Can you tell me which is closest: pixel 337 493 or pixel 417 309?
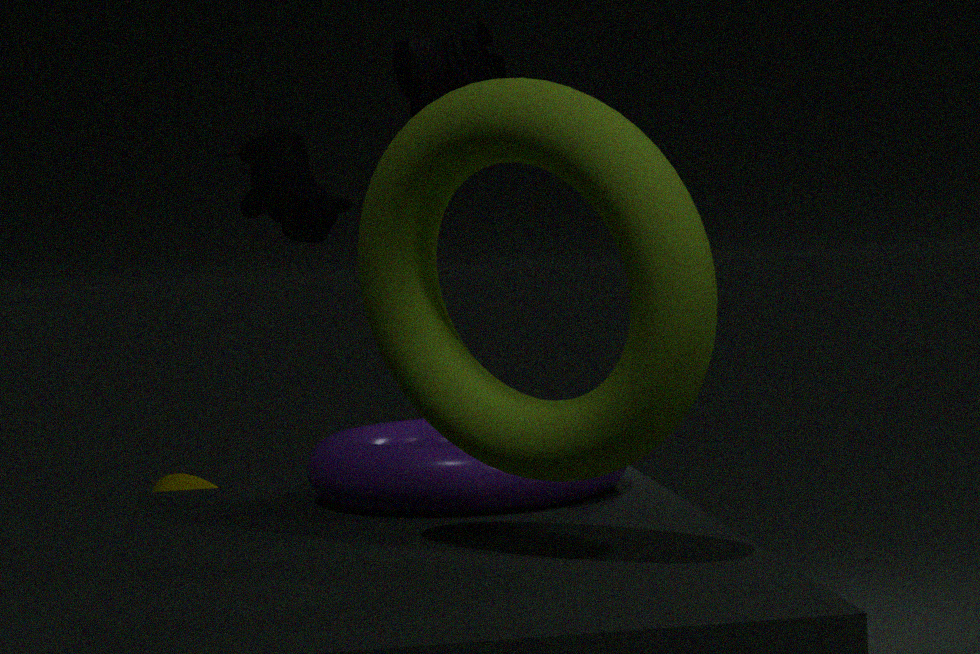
pixel 417 309
